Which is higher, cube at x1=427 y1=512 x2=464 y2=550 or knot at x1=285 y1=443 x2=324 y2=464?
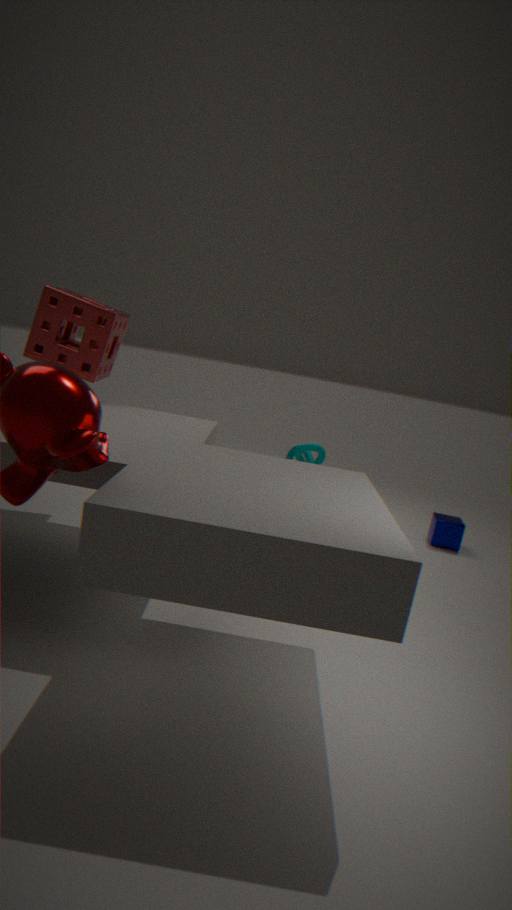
knot at x1=285 y1=443 x2=324 y2=464
